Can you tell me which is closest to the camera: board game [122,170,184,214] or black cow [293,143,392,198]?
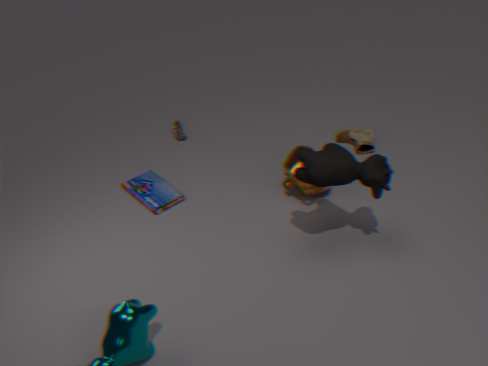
black cow [293,143,392,198]
